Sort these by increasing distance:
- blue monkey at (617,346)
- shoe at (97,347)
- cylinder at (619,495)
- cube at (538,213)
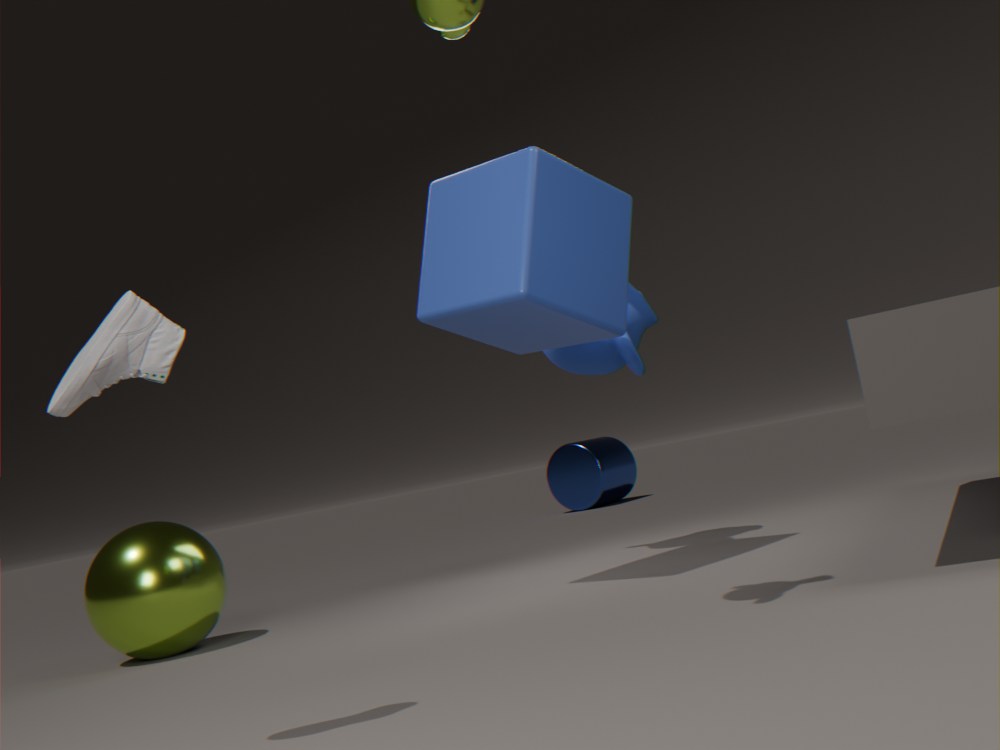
shoe at (97,347)
cube at (538,213)
blue monkey at (617,346)
cylinder at (619,495)
